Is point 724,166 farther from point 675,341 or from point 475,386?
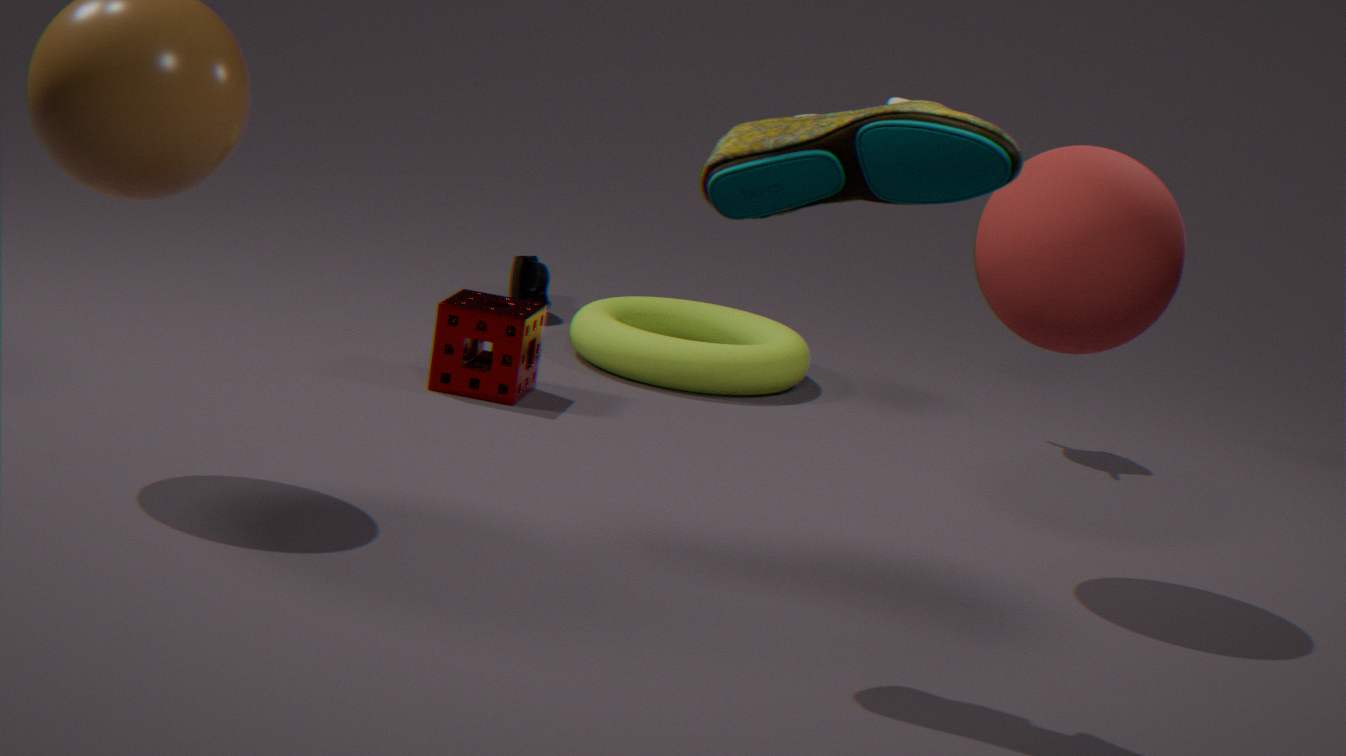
point 675,341
